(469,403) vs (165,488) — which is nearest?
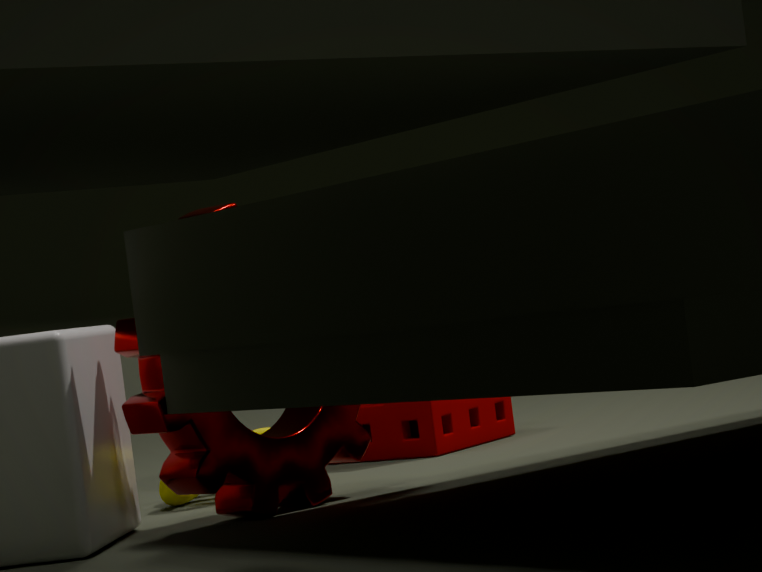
(165,488)
